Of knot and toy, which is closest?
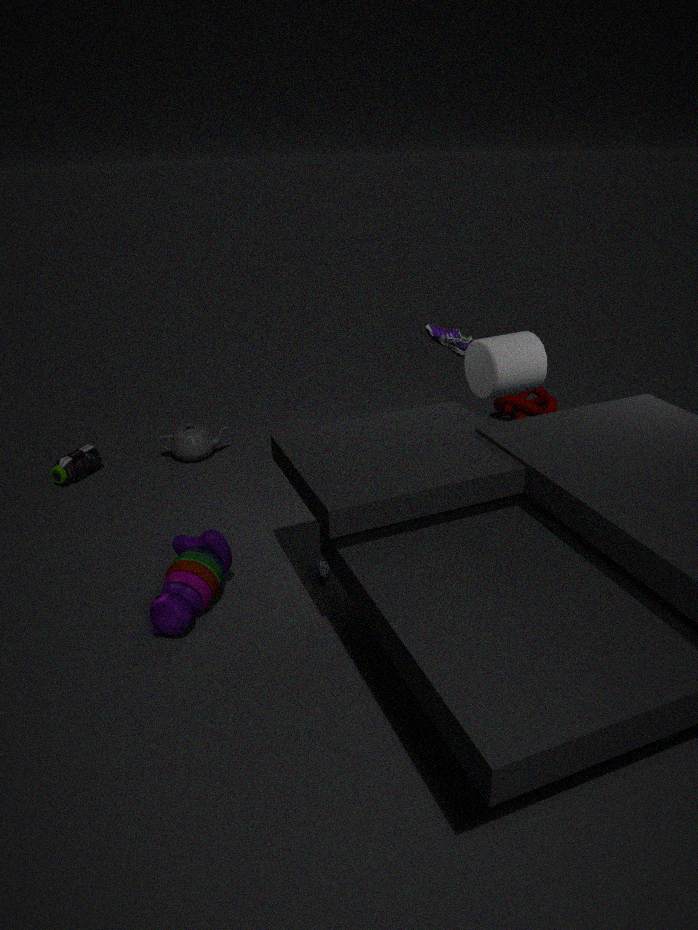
toy
